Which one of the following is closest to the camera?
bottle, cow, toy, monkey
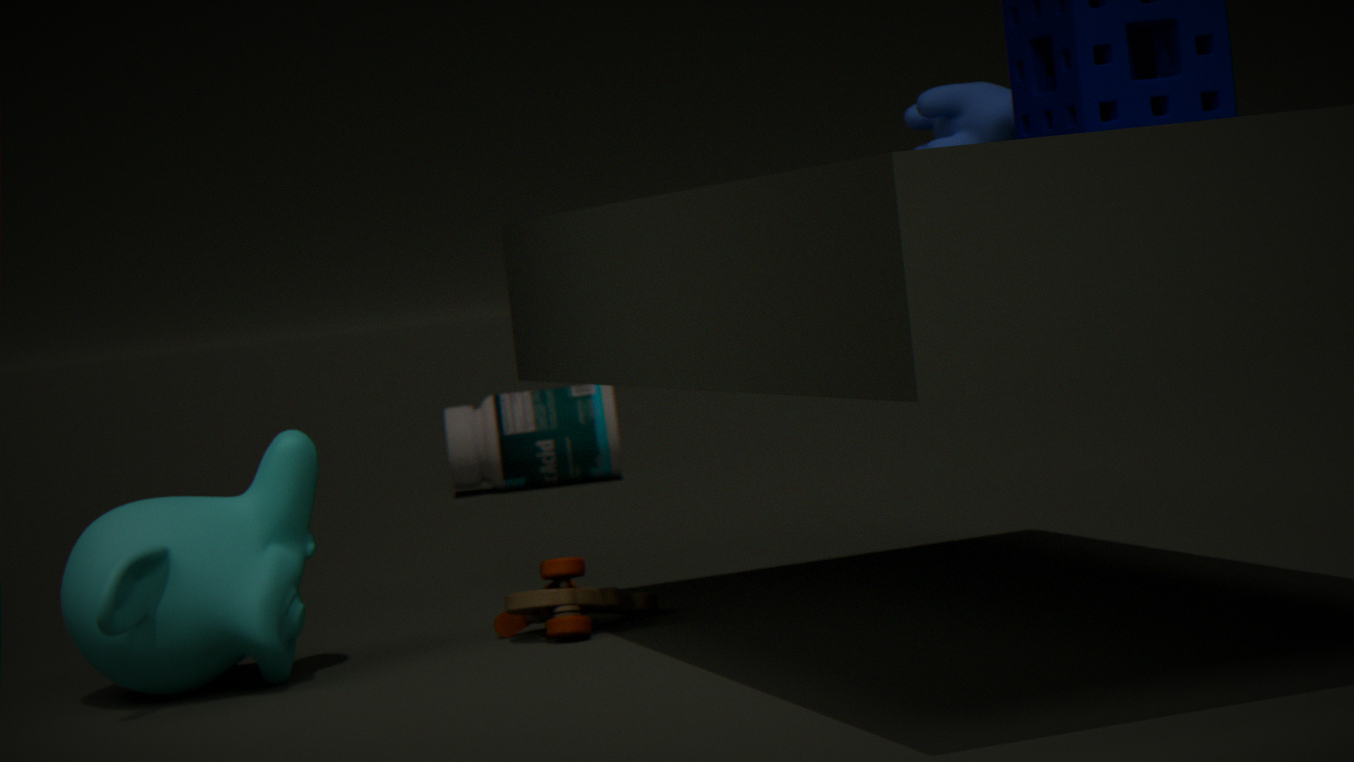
cow
